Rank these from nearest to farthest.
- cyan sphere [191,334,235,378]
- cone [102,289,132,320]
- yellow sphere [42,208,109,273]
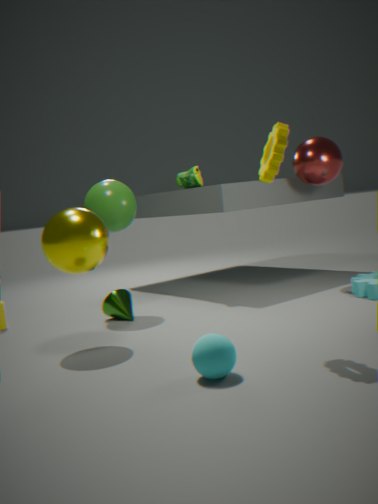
cyan sphere [191,334,235,378], yellow sphere [42,208,109,273], cone [102,289,132,320]
